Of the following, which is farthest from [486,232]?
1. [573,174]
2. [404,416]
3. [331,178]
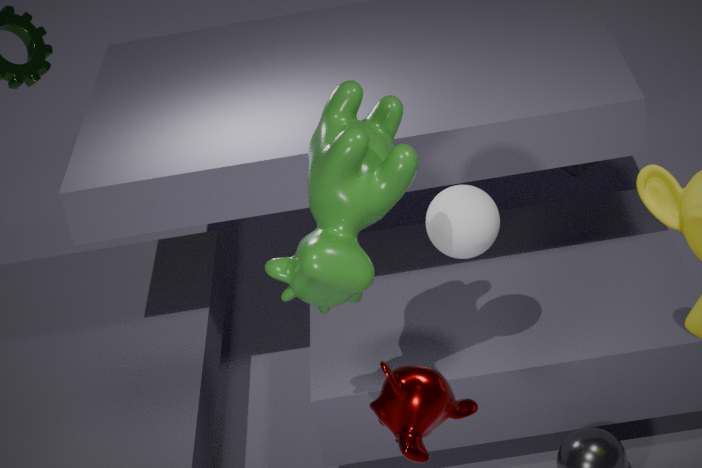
[573,174]
